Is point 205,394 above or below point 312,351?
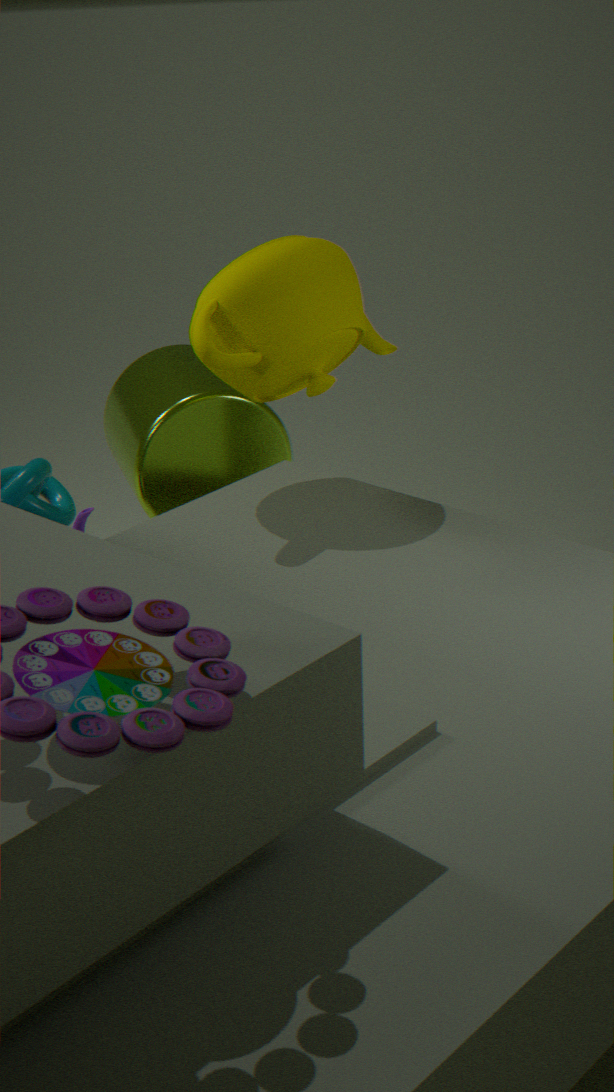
below
